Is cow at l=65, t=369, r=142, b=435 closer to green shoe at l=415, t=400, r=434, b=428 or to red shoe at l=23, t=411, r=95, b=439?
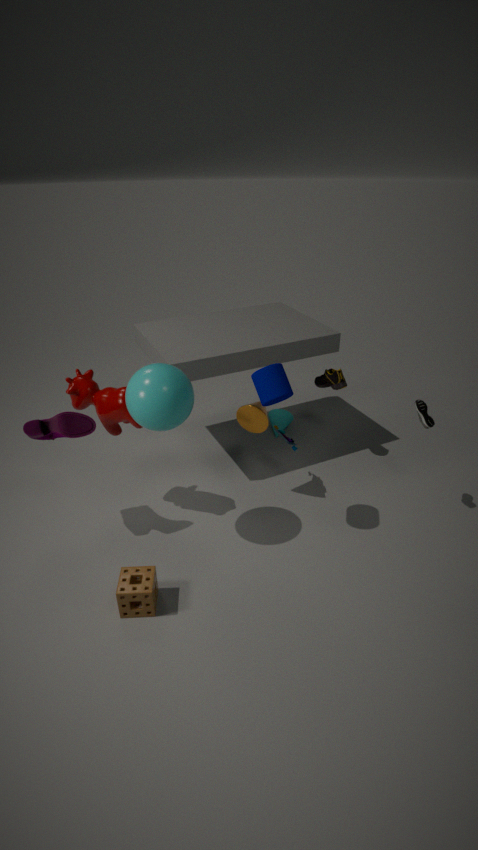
red shoe at l=23, t=411, r=95, b=439
